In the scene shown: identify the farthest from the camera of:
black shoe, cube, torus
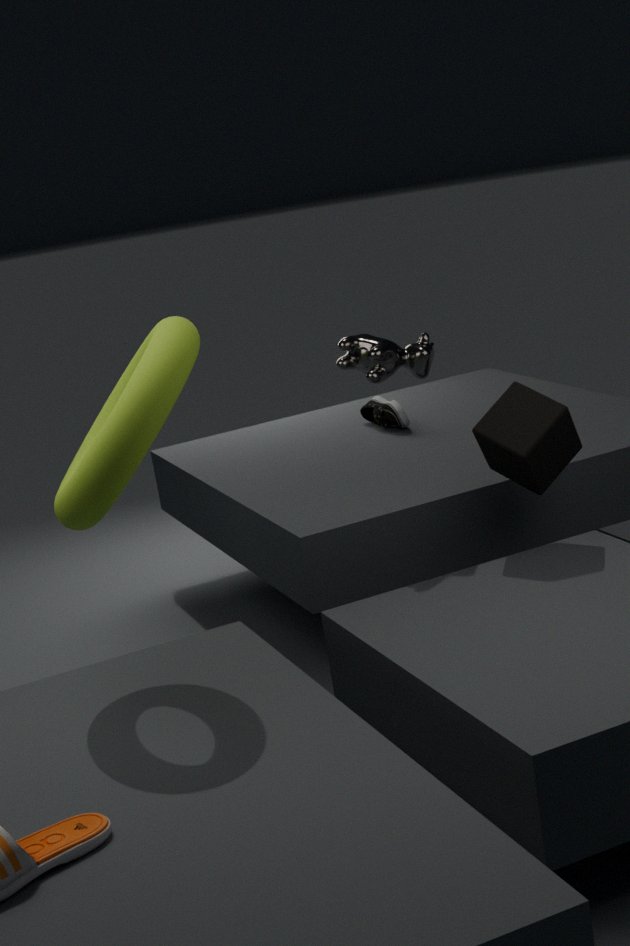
black shoe
